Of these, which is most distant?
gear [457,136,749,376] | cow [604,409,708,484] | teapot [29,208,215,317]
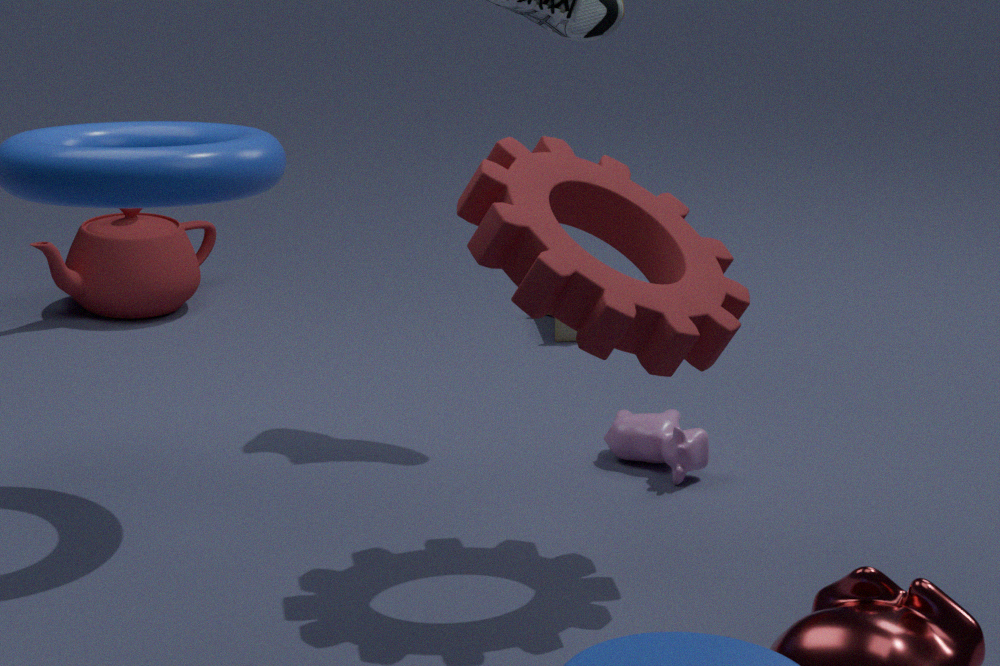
teapot [29,208,215,317]
